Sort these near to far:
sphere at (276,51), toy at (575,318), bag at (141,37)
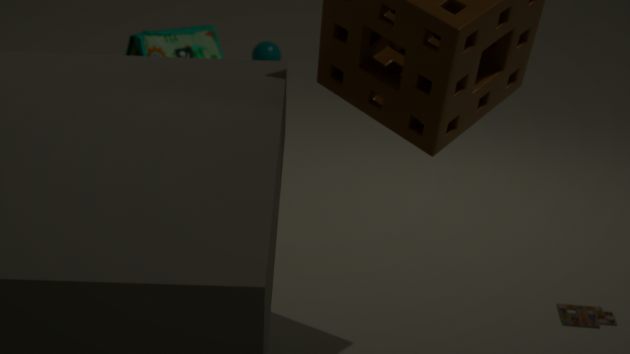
toy at (575,318) → bag at (141,37) → sphere at (276,51)
